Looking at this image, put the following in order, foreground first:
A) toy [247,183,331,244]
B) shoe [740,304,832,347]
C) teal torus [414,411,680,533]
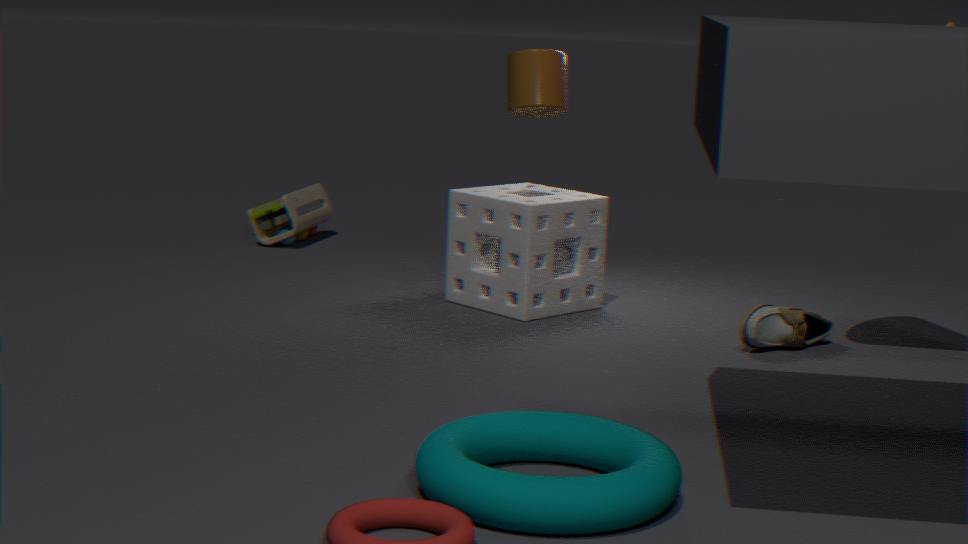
teal torus [414,411,680,533]
shoe [740,304,832,347]
toy [247,183,331,244]
